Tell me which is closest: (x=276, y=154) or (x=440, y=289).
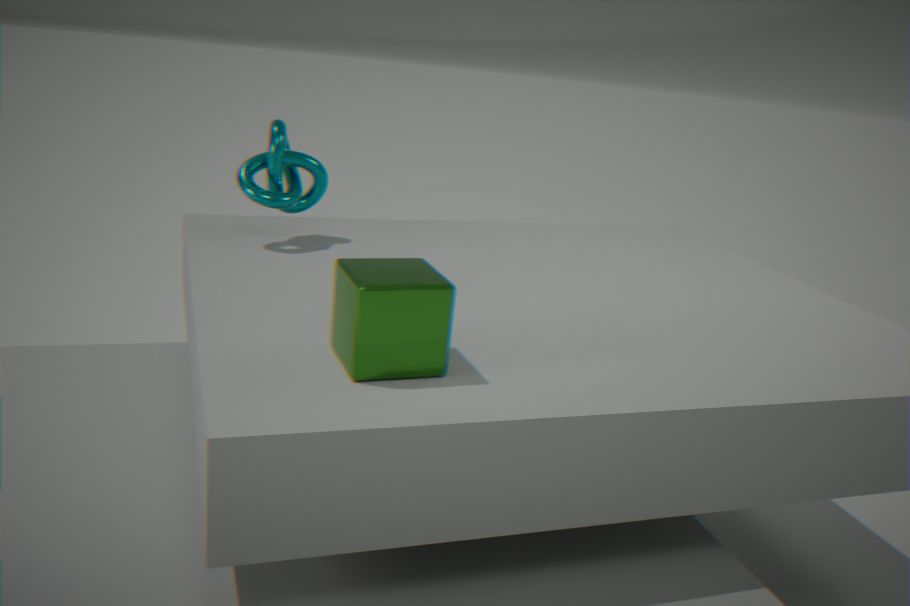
(x=440, y=289)
